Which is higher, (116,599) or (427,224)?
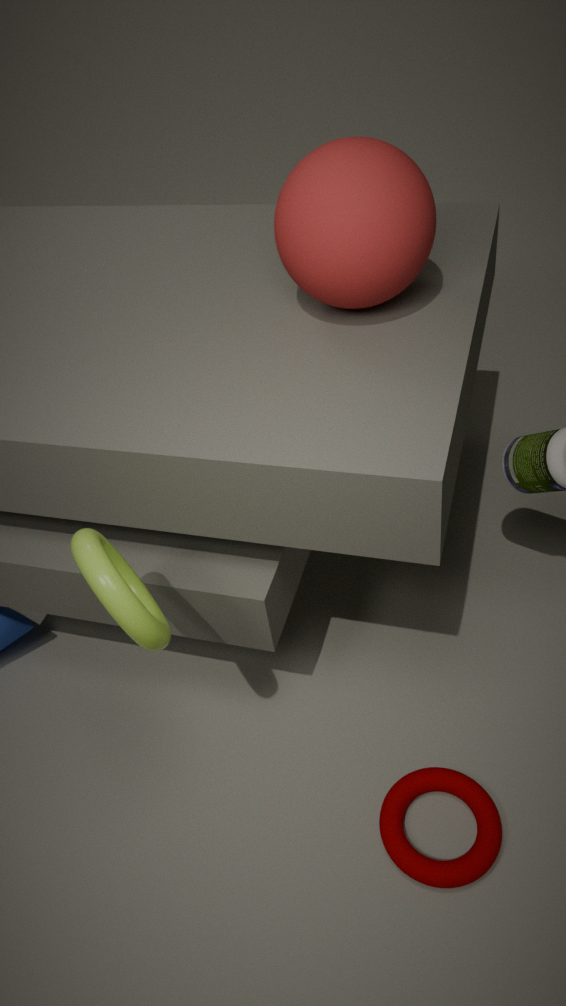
(427,224)
